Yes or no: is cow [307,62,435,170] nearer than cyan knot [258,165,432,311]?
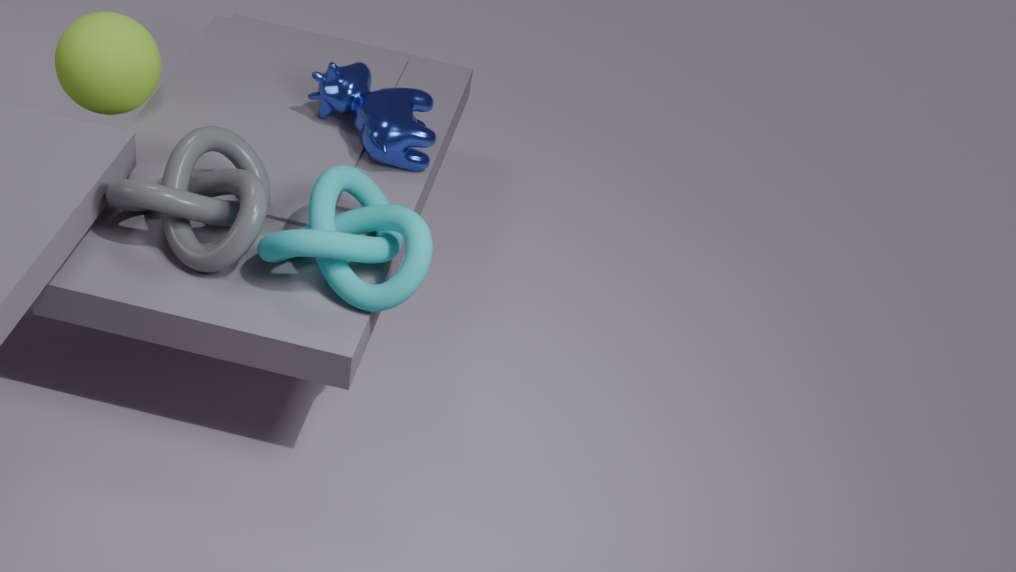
No
